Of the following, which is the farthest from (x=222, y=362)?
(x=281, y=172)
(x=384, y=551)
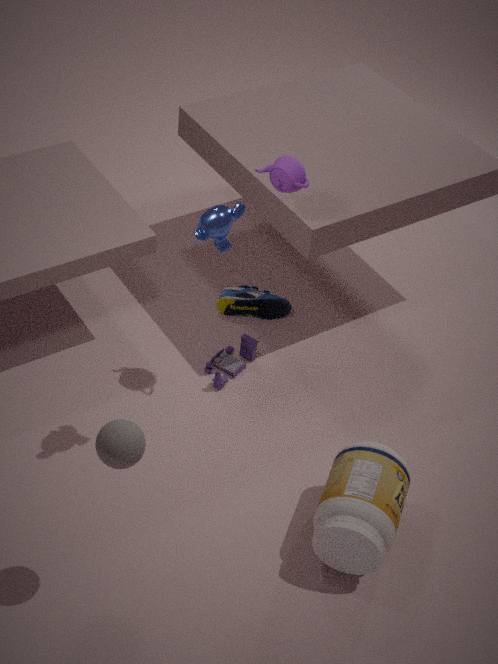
(x=384, y=551)
